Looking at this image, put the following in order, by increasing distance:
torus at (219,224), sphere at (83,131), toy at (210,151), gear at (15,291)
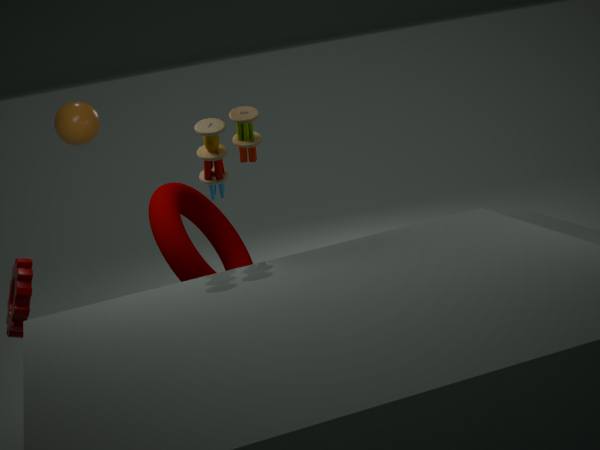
toy at (210,151)
gear at (15,291)
torus at (219,224)
sphere at (83,131)
